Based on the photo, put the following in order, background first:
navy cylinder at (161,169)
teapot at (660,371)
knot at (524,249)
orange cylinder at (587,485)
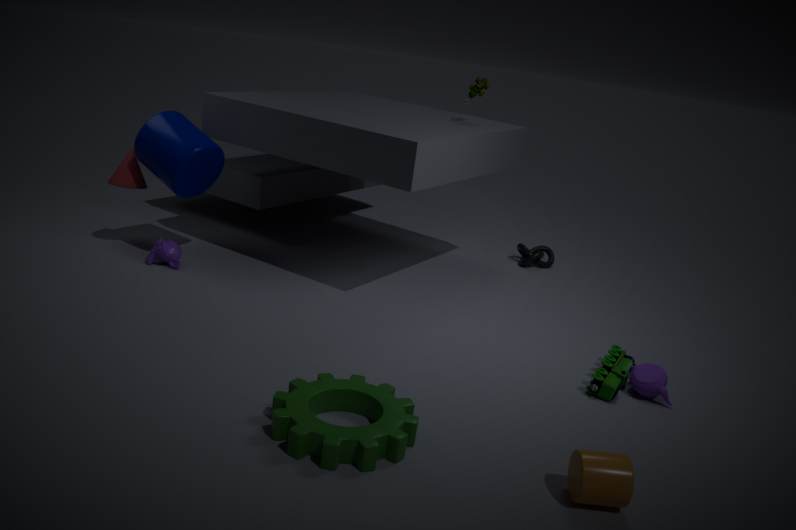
1. knot at (524,249)
2. navy cylinder at (161,169)
3. teapot at (660,371)
4. orange cylinder at (587,485)
